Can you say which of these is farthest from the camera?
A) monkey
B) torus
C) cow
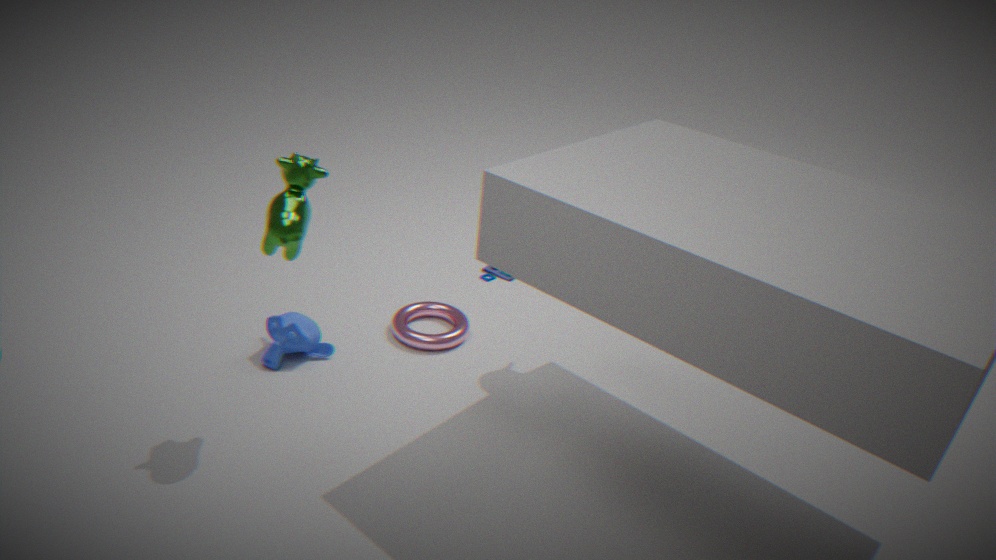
torus
